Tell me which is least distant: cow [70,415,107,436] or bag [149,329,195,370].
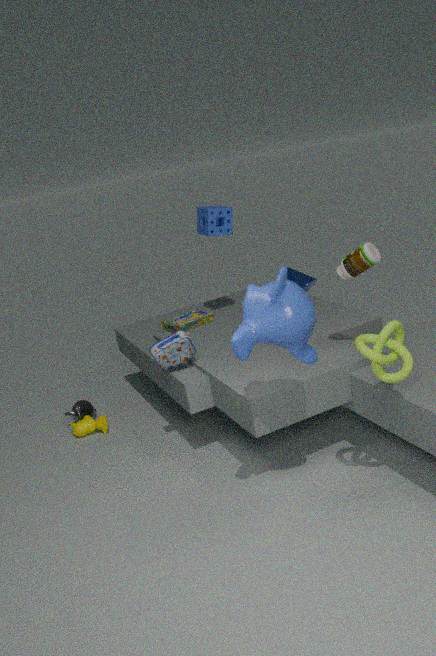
bag [149,329,195,370]
